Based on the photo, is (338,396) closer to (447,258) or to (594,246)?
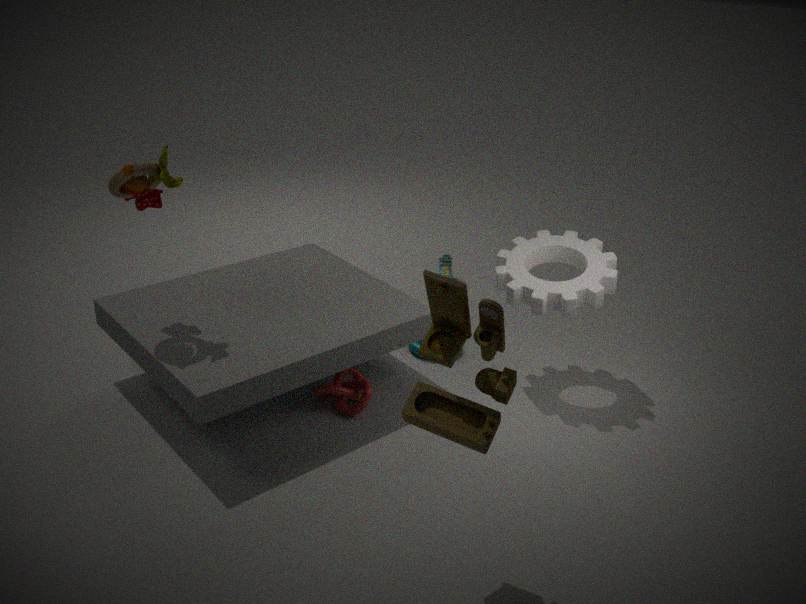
(594,246)
